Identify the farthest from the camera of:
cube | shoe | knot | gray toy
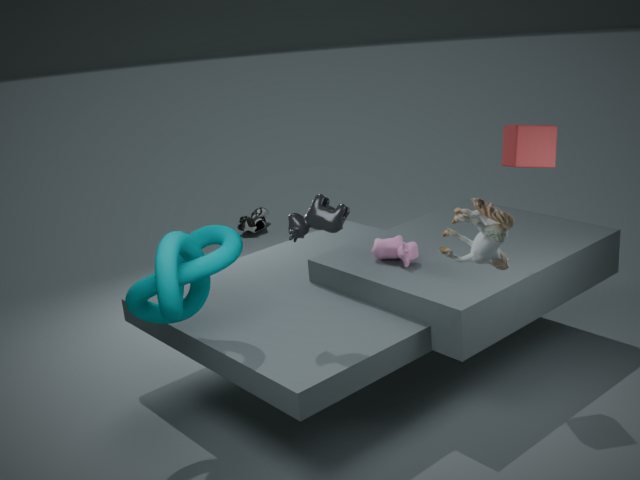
shoe
